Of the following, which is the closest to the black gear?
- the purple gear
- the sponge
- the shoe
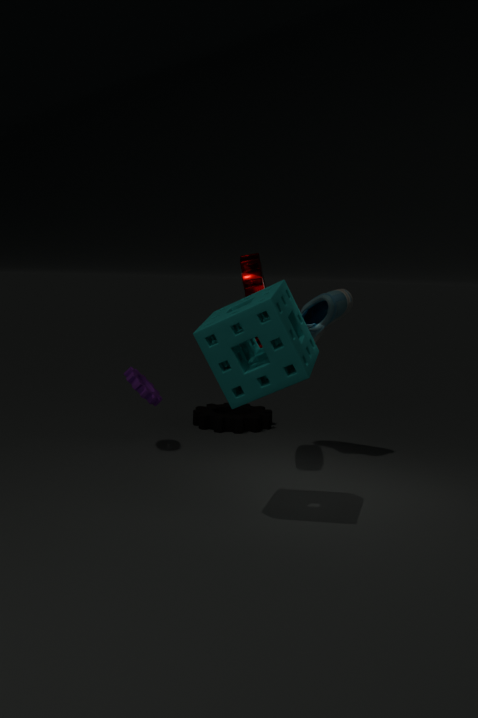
the purple gear
